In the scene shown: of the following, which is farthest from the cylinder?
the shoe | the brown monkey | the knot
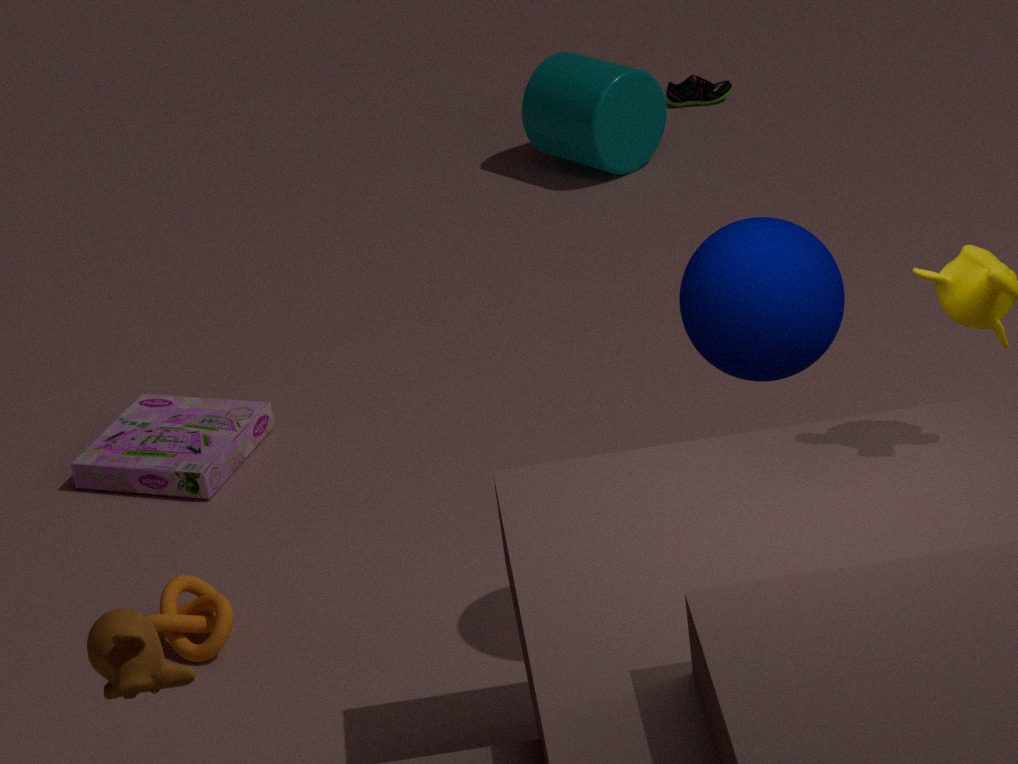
the brown monkey
